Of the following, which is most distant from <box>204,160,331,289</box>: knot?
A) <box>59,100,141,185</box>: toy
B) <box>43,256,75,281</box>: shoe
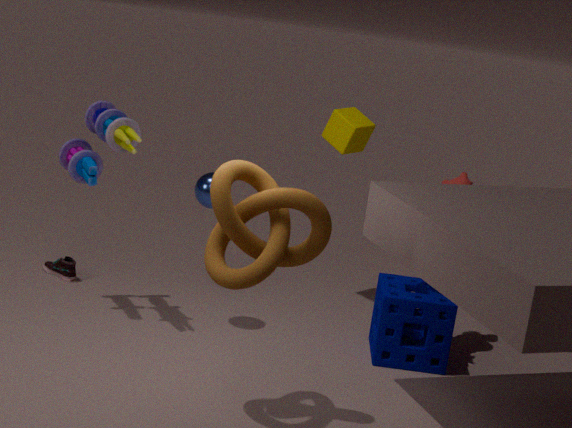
<box>43,256,75,281</box>: shoe
